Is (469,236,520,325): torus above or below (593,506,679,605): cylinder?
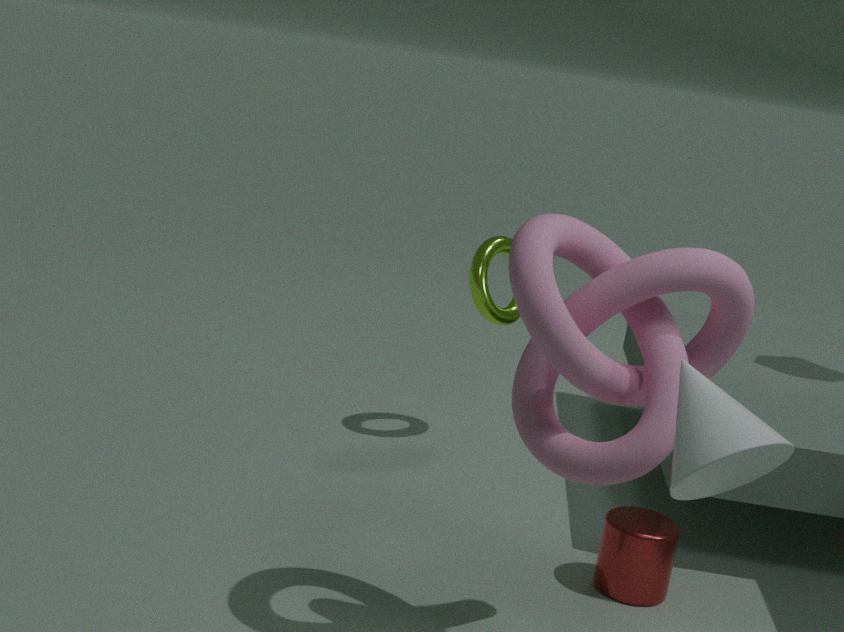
above
